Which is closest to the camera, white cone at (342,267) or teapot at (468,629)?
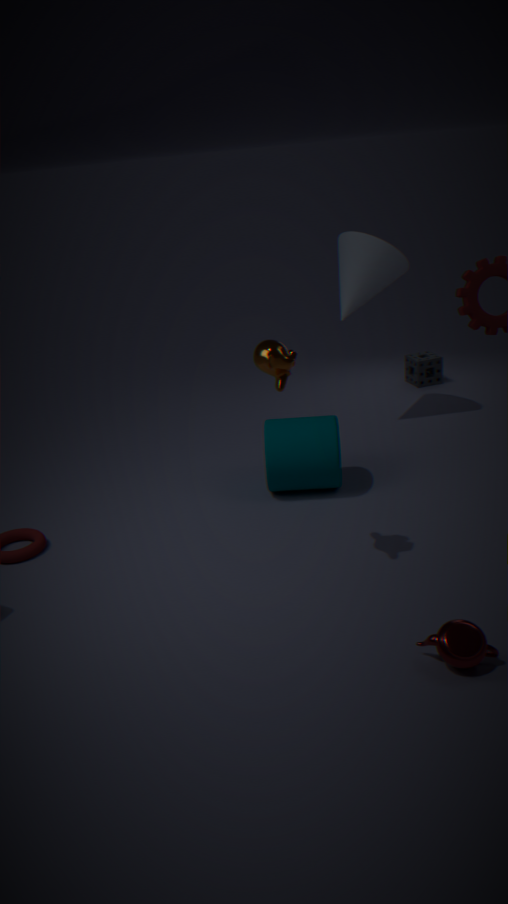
teapot at (468,629)
